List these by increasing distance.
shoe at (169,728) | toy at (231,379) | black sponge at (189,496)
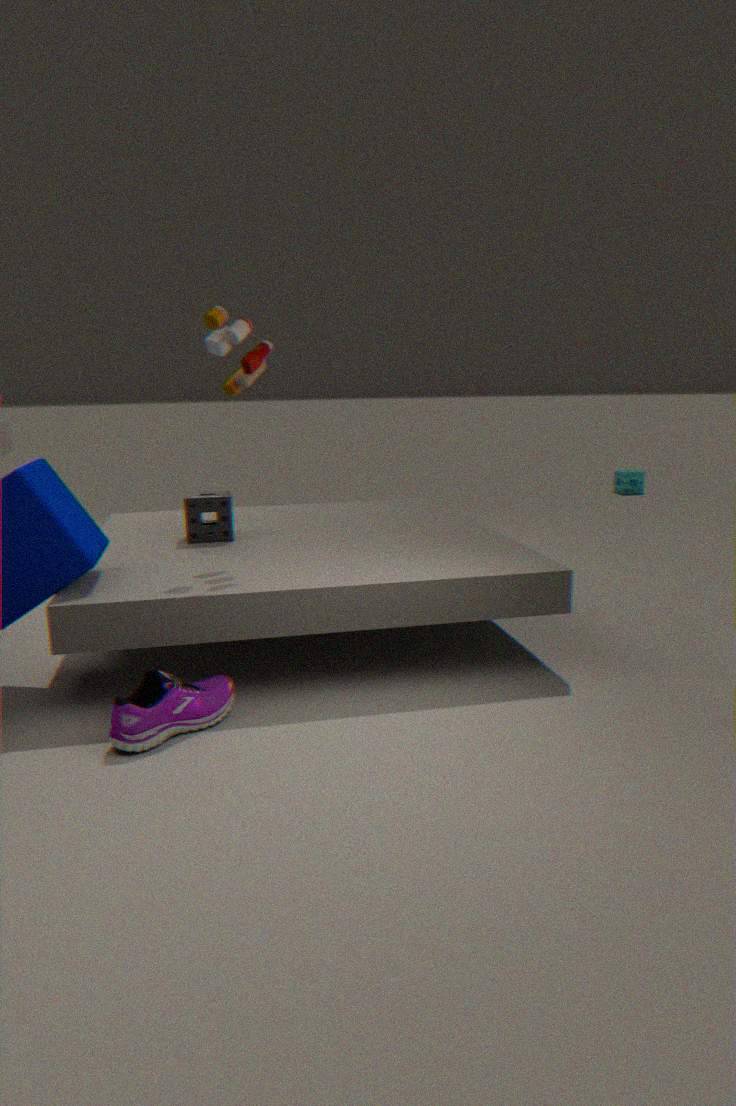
shoe at (169,728), toy at (231,379), black sponge at (189,496)
